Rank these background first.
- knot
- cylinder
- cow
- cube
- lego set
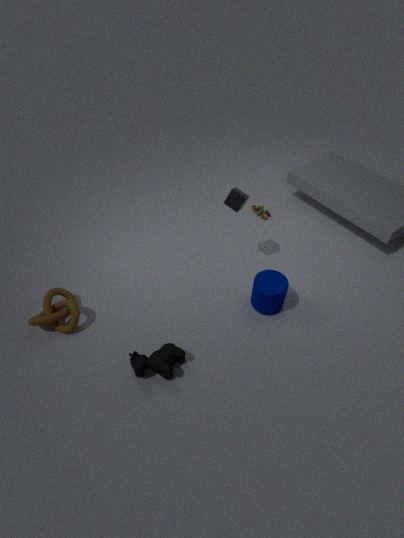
lego set < cube < cylinder < knot < cow
